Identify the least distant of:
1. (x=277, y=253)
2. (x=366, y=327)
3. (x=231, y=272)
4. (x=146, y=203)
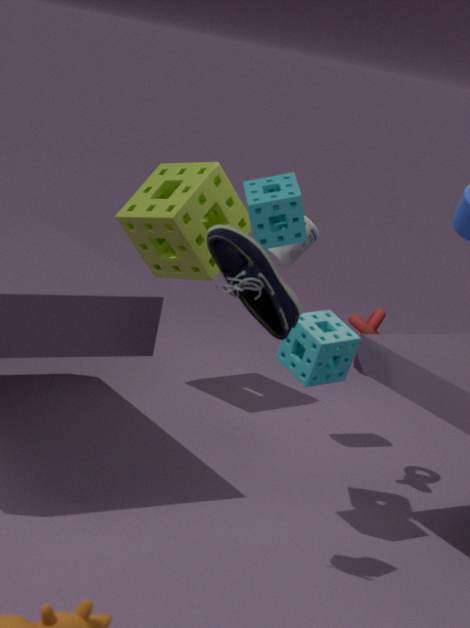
(x=231, y=272)
